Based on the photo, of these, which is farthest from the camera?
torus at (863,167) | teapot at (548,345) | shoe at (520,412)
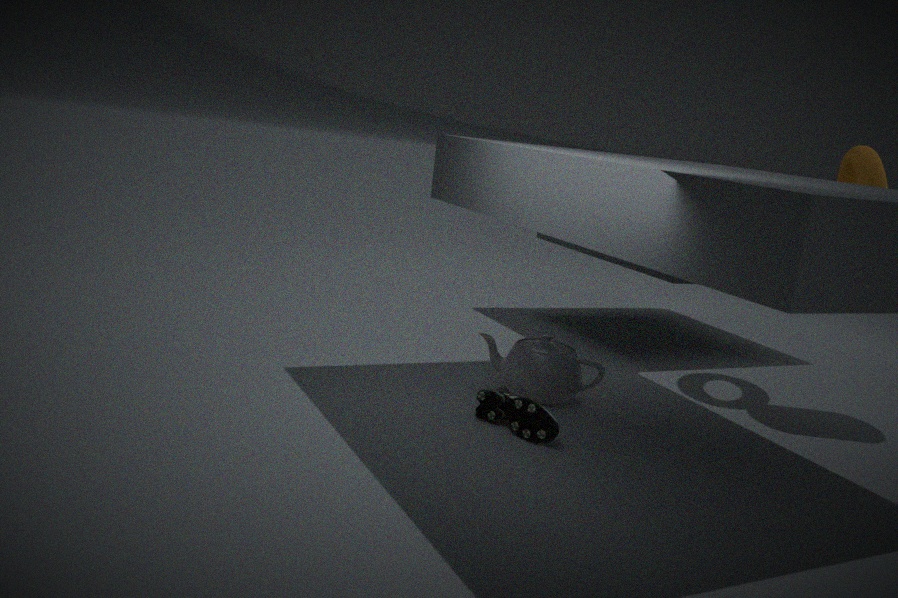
torus at (863,167)
